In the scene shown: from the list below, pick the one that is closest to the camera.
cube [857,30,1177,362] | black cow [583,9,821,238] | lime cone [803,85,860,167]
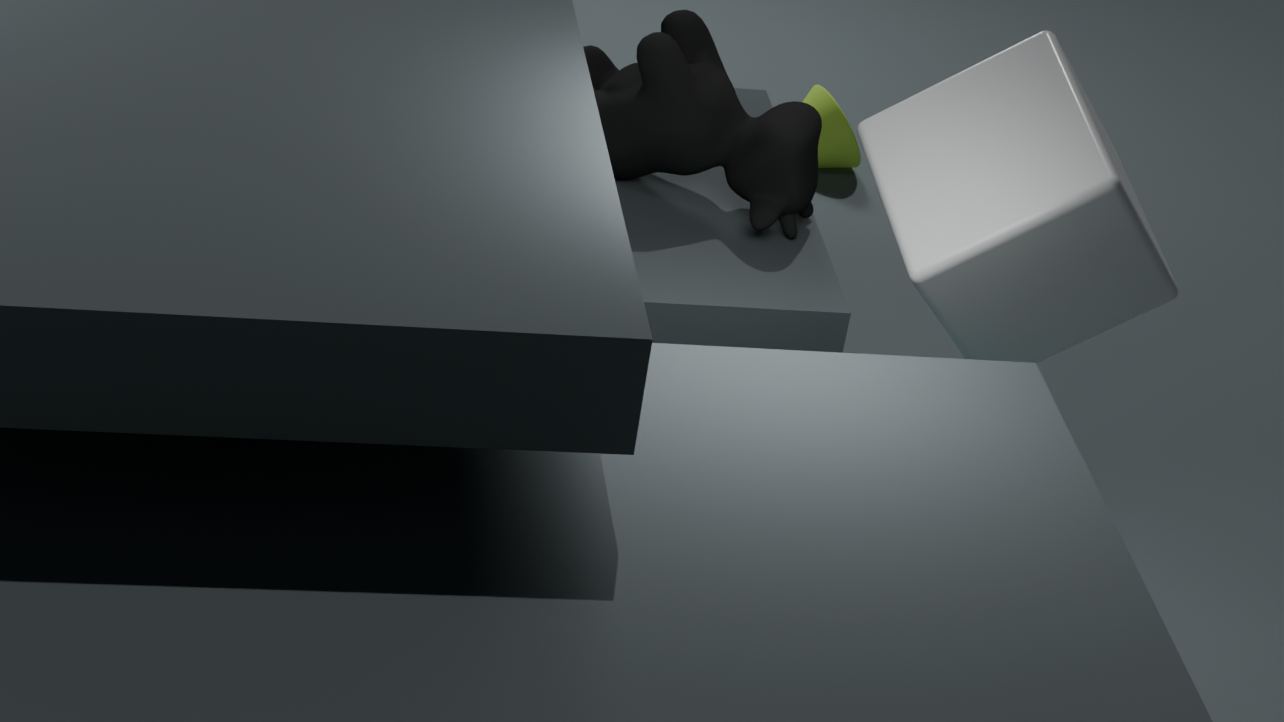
cube [857,30,1177,362]
